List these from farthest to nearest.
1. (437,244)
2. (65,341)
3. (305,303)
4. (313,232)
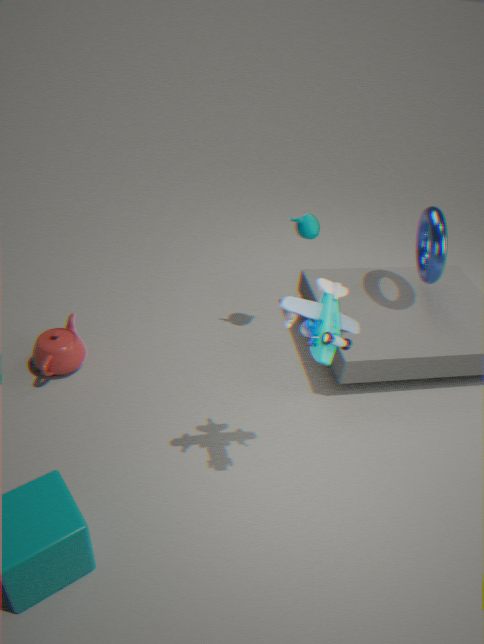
(313,232)
(437,244)
(65,341)
(305,303)
